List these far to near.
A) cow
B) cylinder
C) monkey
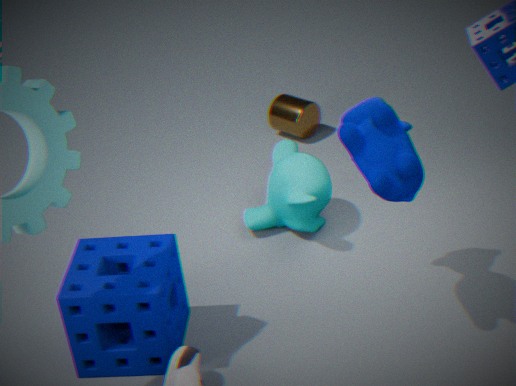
cylinder < monkey < cow
